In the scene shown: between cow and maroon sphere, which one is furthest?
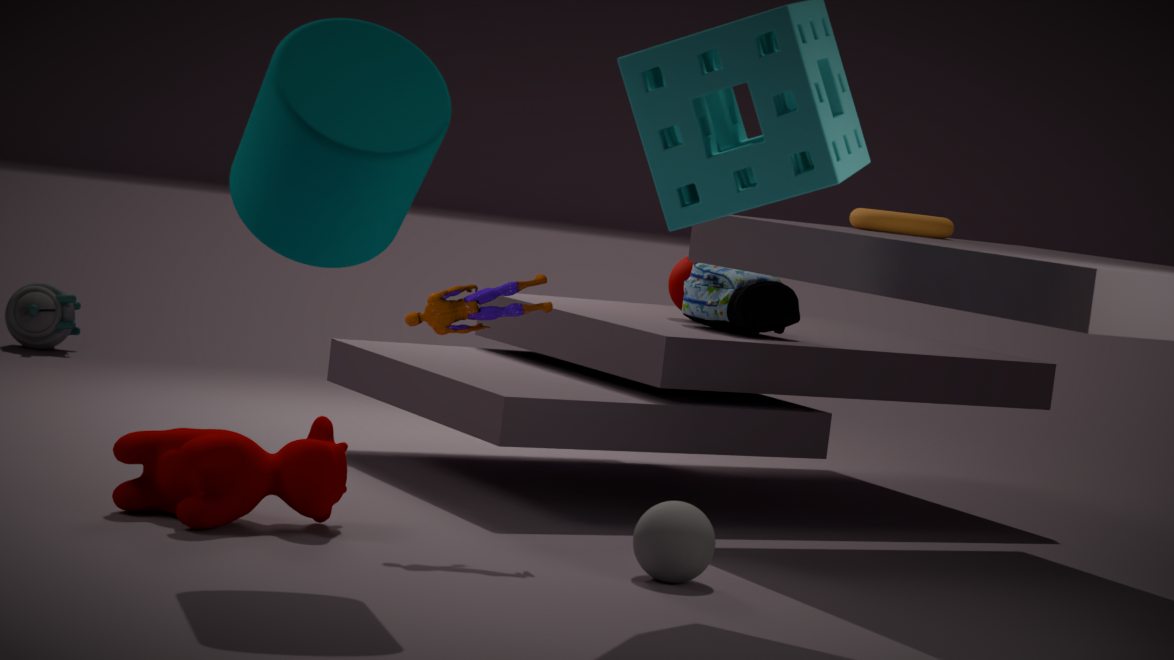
maroon sphere
